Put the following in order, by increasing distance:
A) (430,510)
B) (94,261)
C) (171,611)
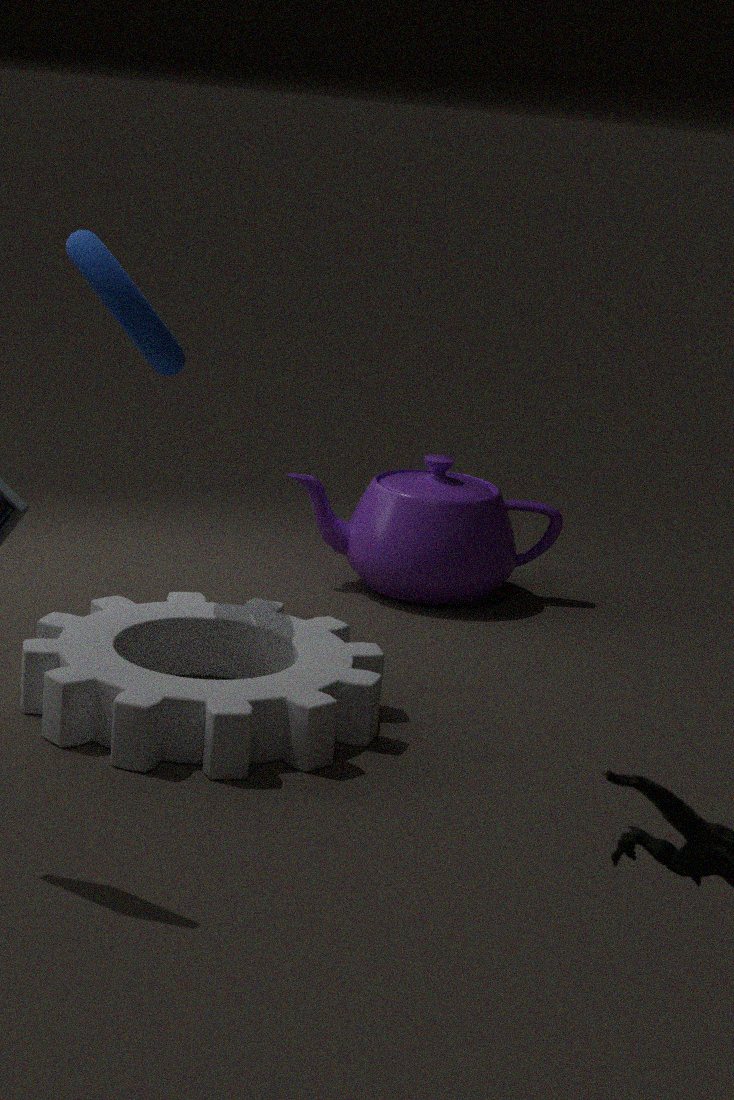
(94,261) → (171,611) → (430,510)
